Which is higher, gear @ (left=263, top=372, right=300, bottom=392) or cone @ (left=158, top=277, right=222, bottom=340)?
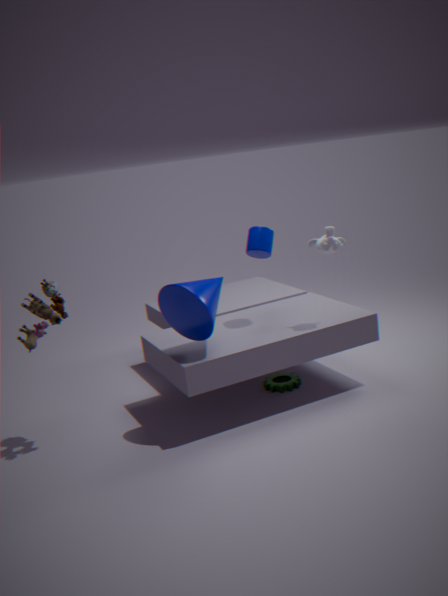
cone @ (left=158, top=277, right=222, bottom=340)
